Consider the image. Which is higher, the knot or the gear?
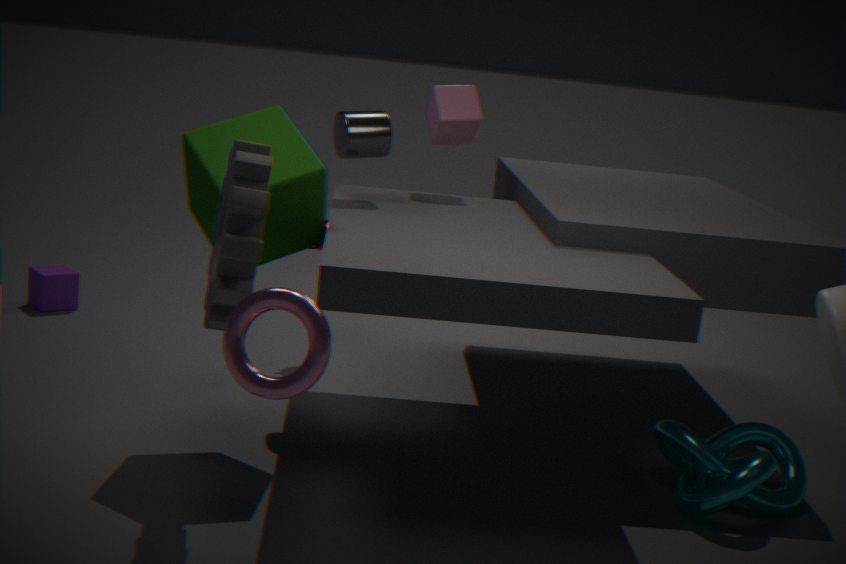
the gear
